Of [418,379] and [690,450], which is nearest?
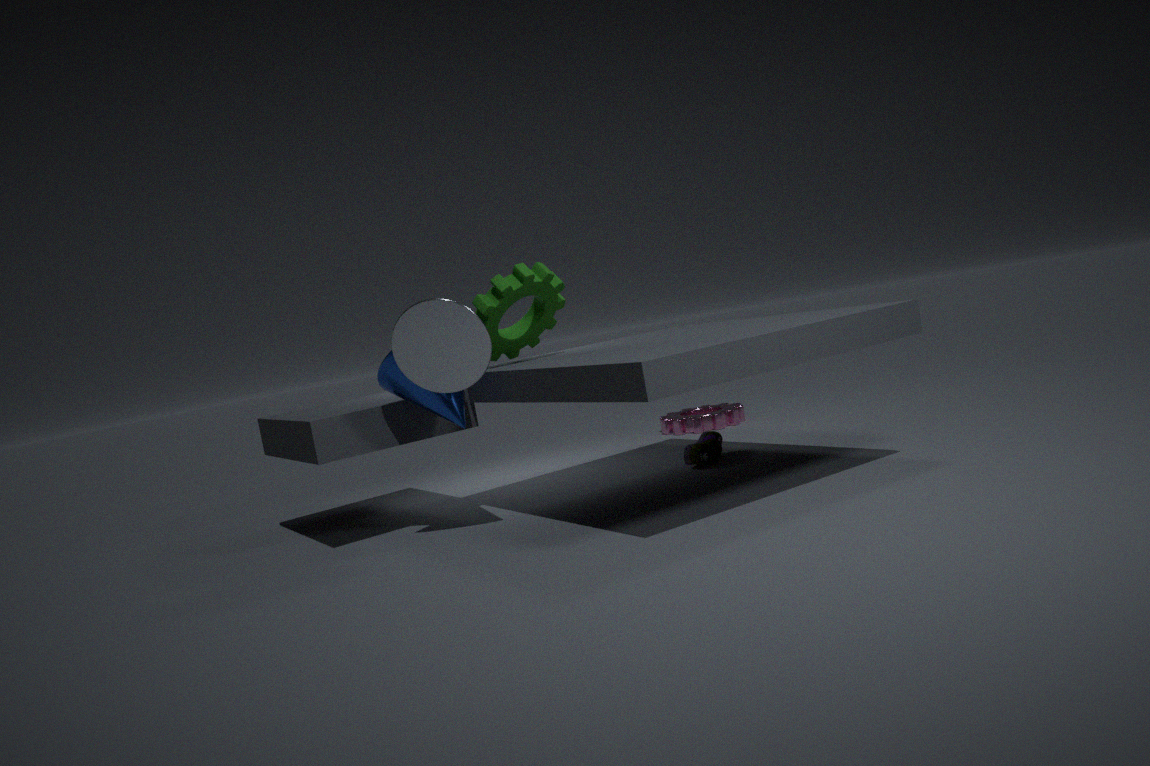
[418,379]
